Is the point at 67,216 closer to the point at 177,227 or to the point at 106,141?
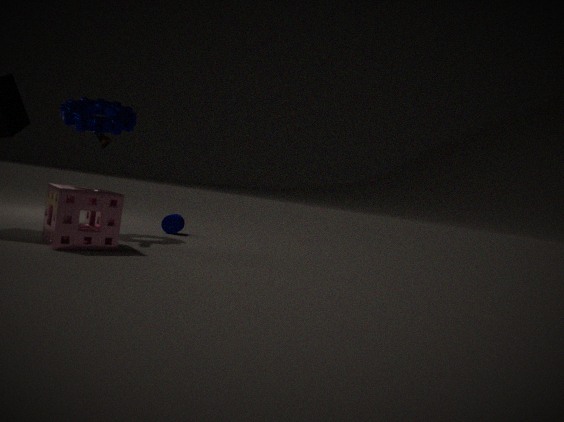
the point at 106,141
